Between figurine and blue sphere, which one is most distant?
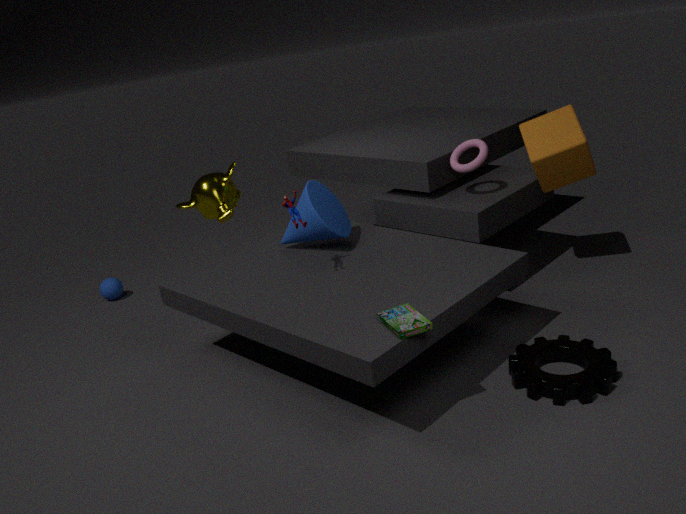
blue sphere
